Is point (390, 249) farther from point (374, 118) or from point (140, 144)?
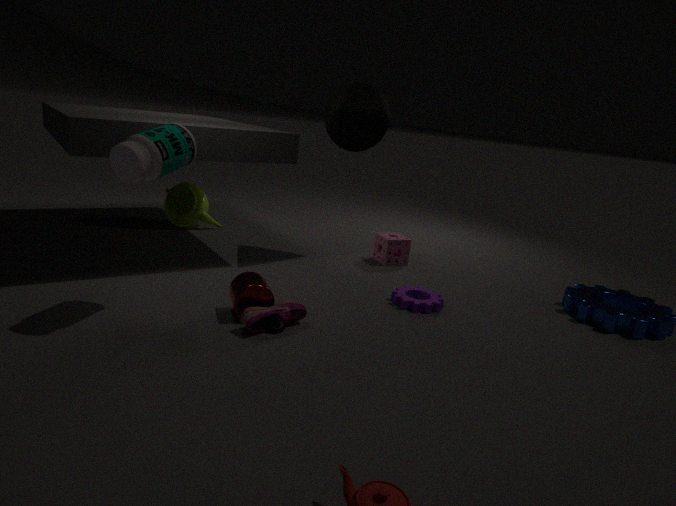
point (140, 144)
